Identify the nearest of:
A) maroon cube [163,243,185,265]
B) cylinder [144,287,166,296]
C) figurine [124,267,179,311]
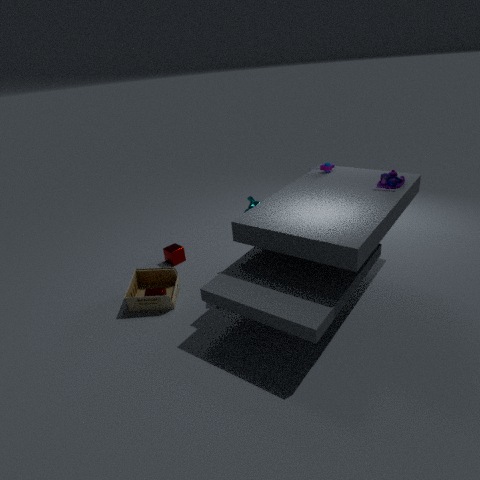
figurine [124,267,179,311]
